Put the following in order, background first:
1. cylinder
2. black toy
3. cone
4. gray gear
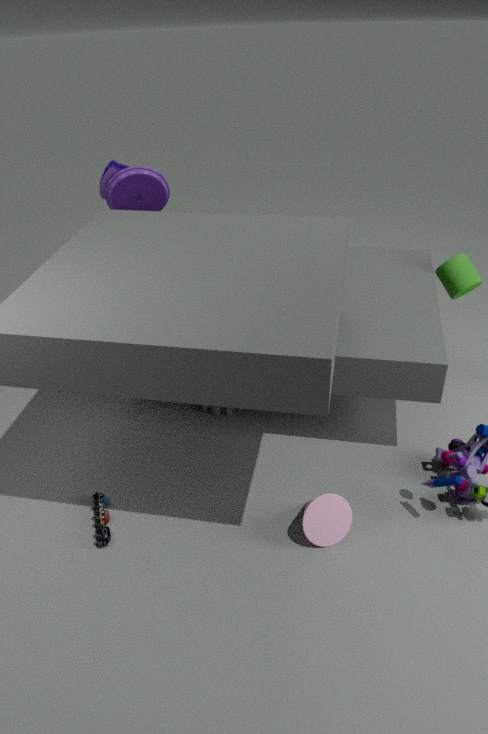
Answer: cylinder
gray gear
black toy
cone
